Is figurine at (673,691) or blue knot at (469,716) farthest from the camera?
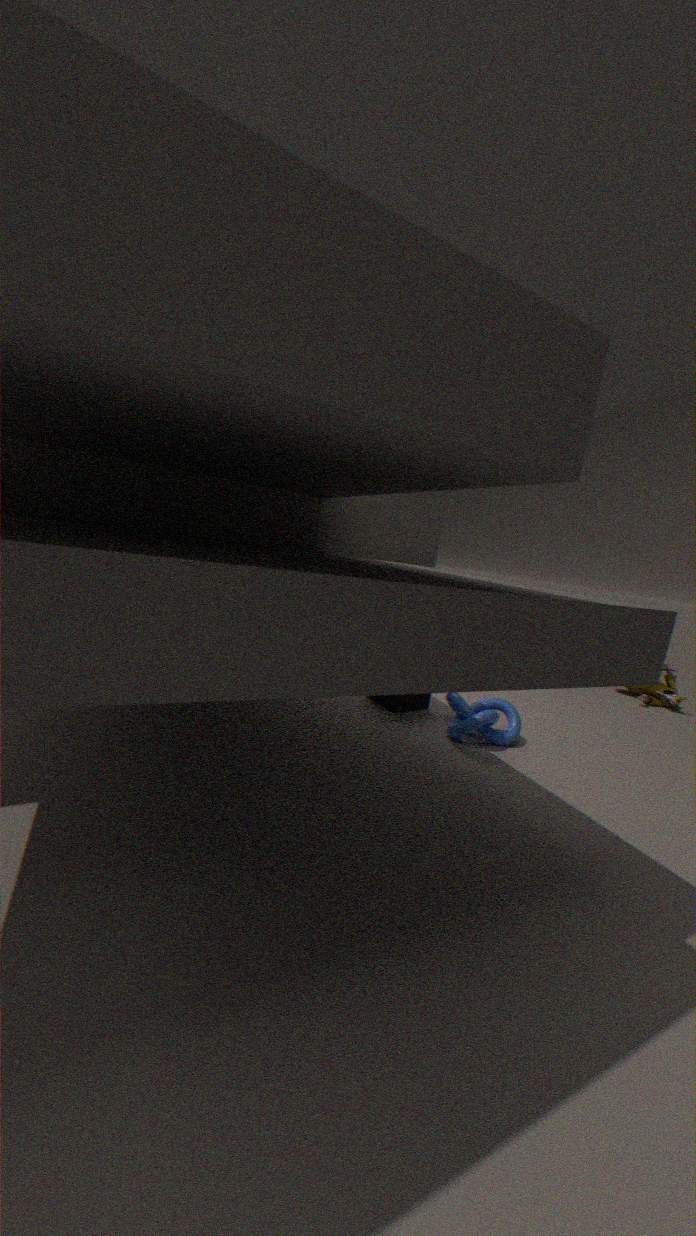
figurine at (673,691)
